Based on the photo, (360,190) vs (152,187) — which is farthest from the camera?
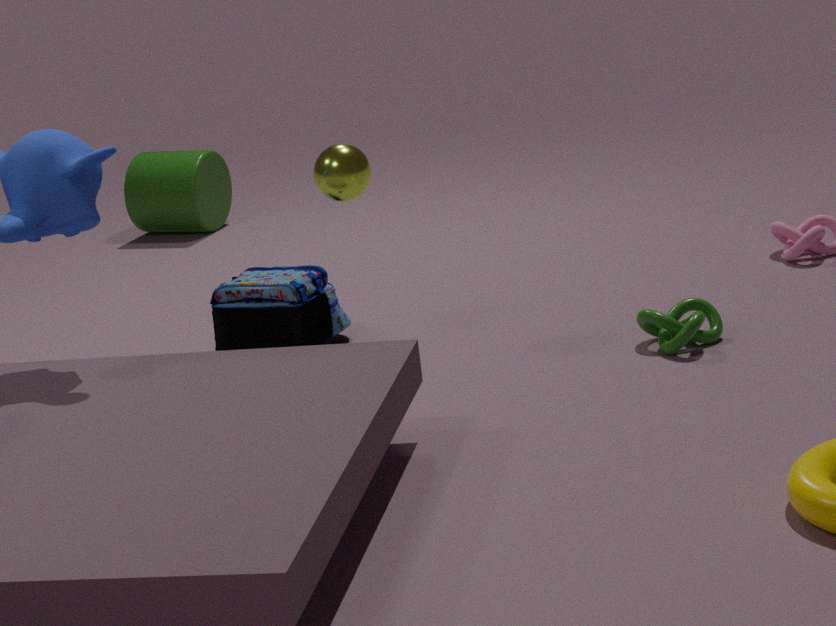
(152,187)
